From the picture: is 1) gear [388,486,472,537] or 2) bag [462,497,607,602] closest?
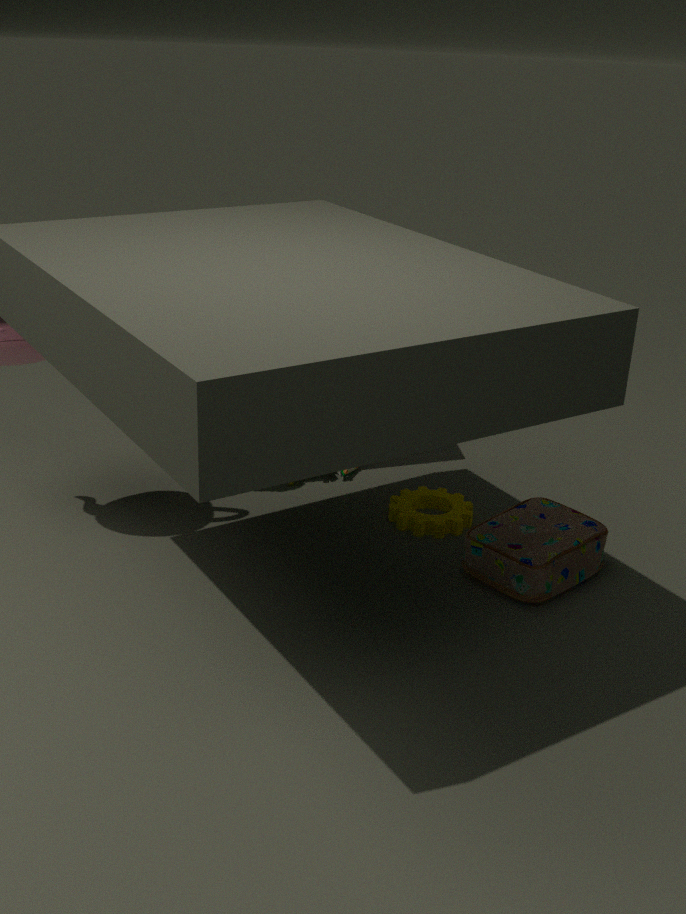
2. bag [462,497,607,602]
